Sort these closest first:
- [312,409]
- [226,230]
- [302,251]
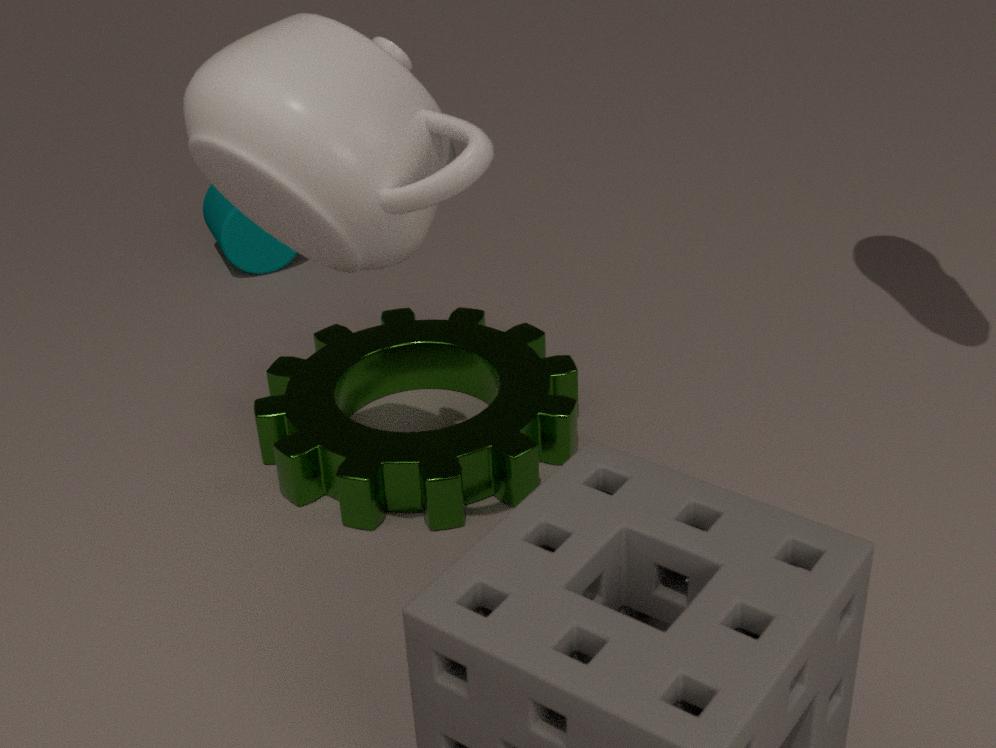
[302,251], [312,409], [226,230]
